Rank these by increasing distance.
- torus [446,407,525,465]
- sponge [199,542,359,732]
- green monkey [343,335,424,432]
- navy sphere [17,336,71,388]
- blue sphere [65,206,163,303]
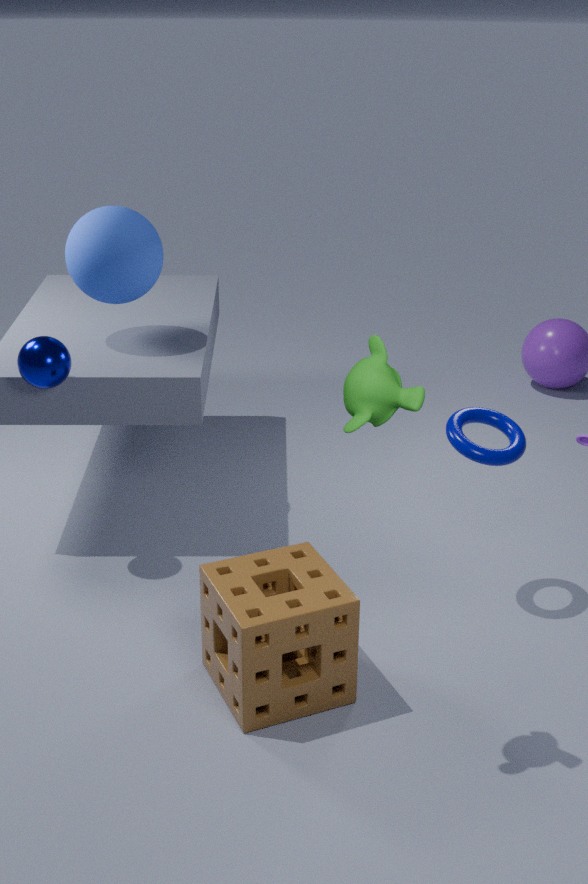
green monkey [343,335,424,432], sponge [199,542,359,732], torus [446,407,525,465], navy sphere [17,336,71,388], blue sphere [65,206,163,303]
